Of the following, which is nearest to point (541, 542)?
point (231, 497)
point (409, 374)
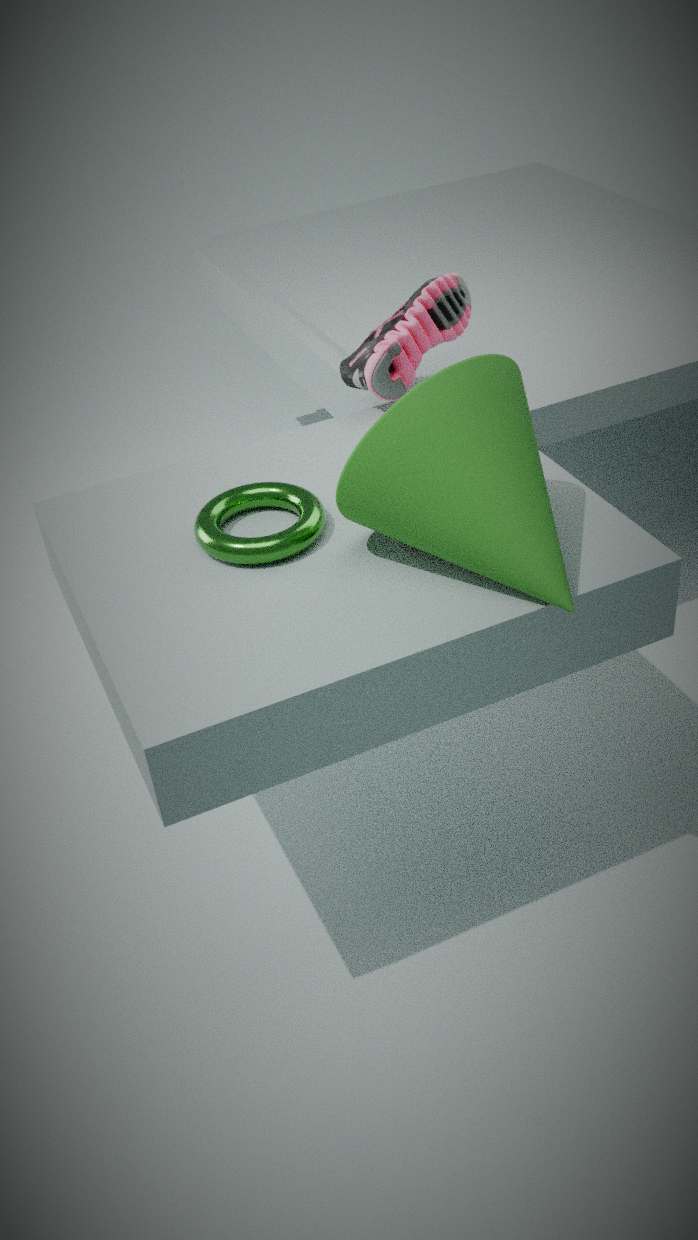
point (231, 497)
